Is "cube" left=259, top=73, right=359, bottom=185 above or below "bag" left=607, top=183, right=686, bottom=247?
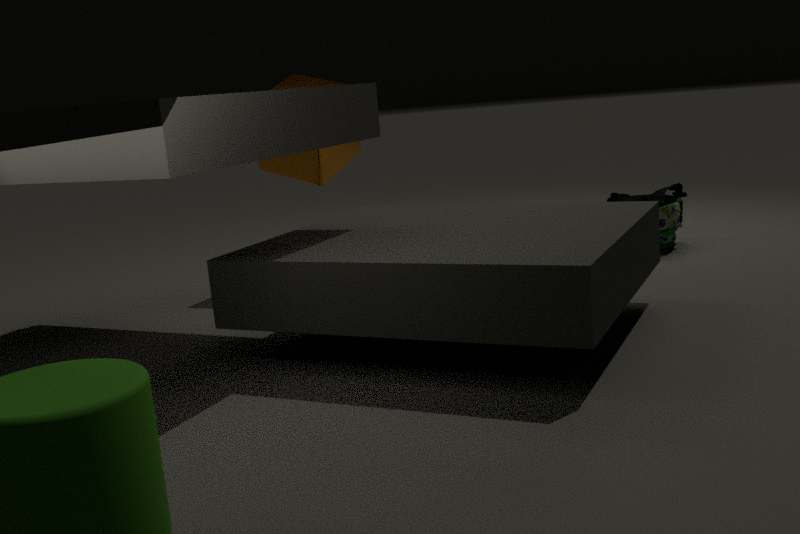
above
